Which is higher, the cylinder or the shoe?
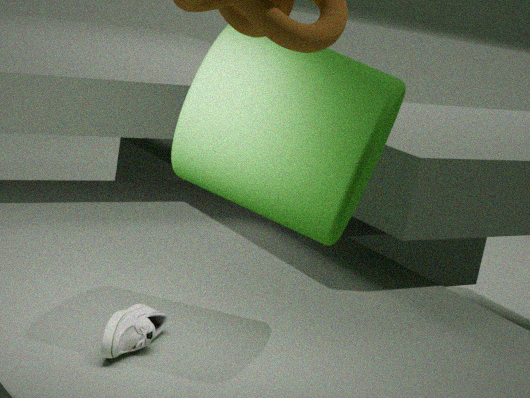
the cylinder
